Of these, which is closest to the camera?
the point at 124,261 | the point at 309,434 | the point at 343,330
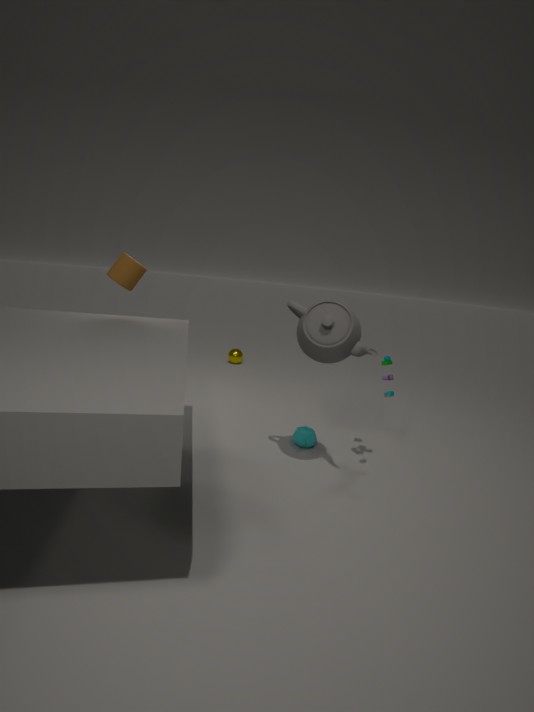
the point at 343,330
